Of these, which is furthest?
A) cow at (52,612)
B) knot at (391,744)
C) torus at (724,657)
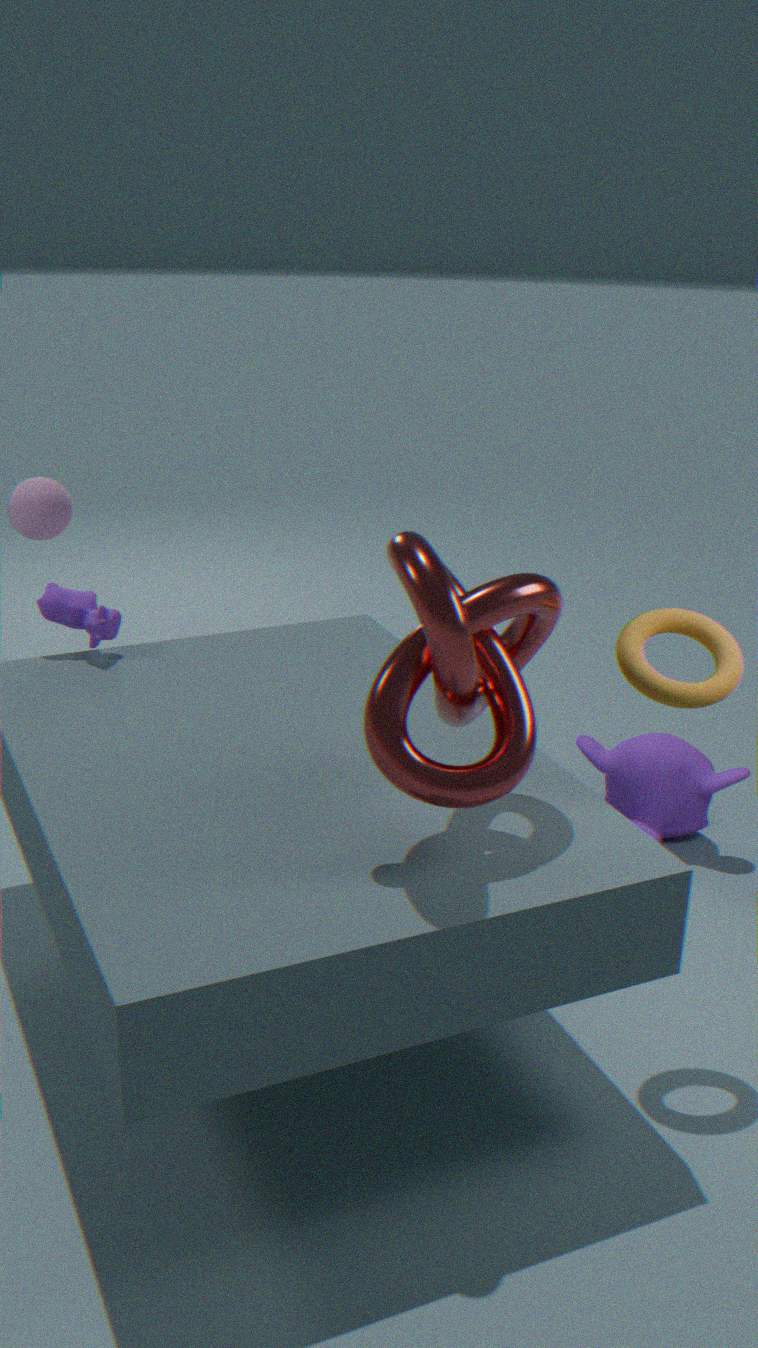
cow at (52,612)
